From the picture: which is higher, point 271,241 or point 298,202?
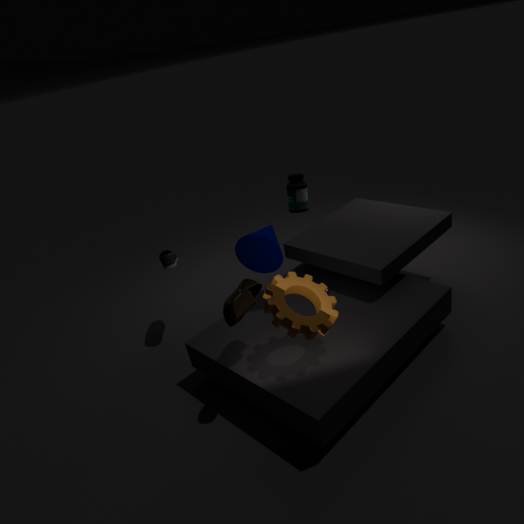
point 298,202
